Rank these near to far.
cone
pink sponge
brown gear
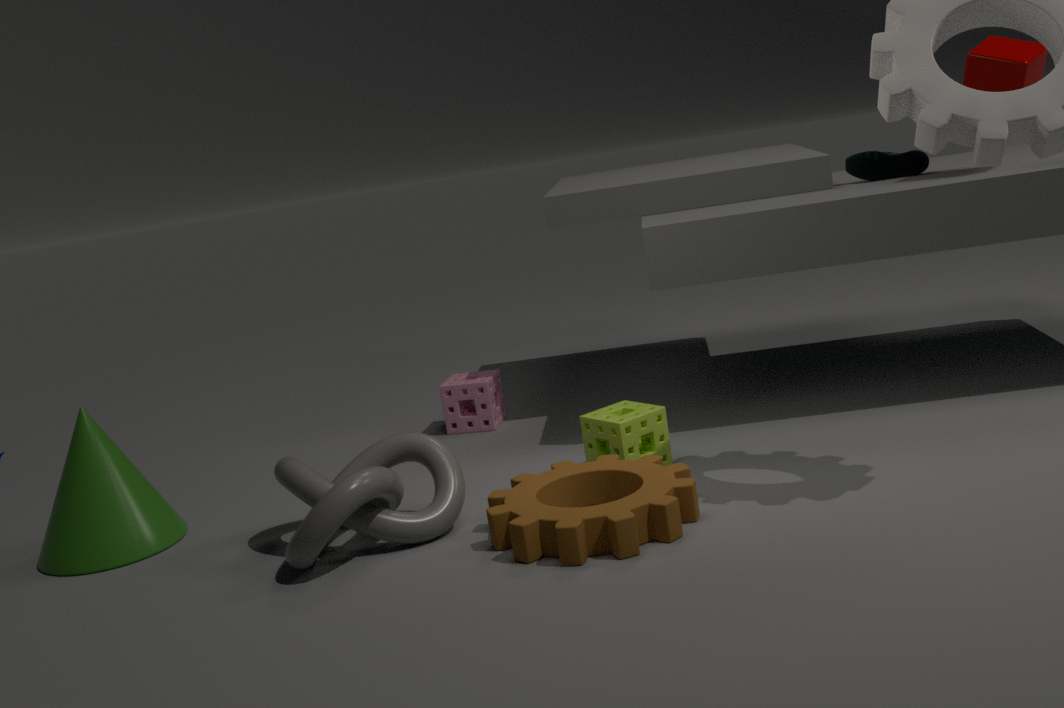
1. brown gear
2. cone
3. pink sponge
